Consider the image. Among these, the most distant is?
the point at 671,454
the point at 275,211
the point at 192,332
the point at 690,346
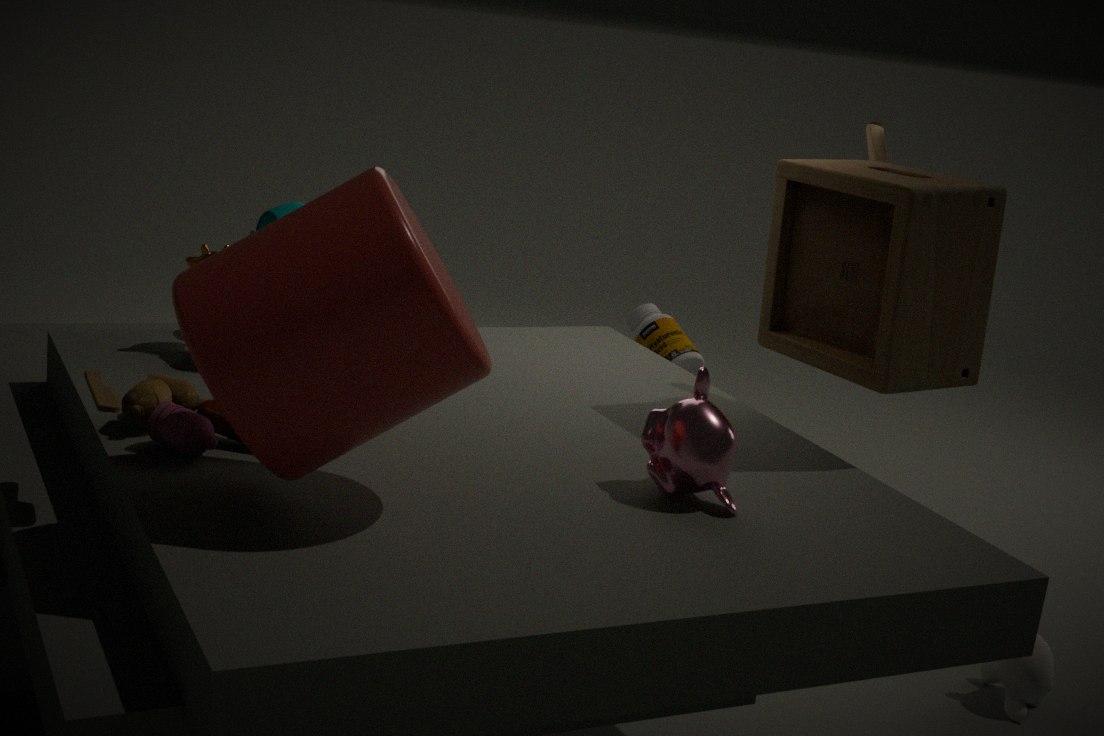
the point at 690,346
